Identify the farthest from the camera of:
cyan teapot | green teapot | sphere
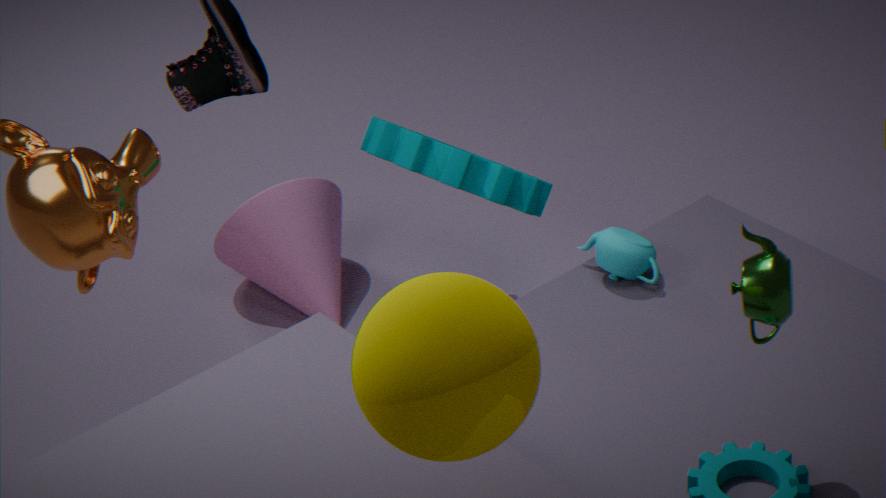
cyan teapot
